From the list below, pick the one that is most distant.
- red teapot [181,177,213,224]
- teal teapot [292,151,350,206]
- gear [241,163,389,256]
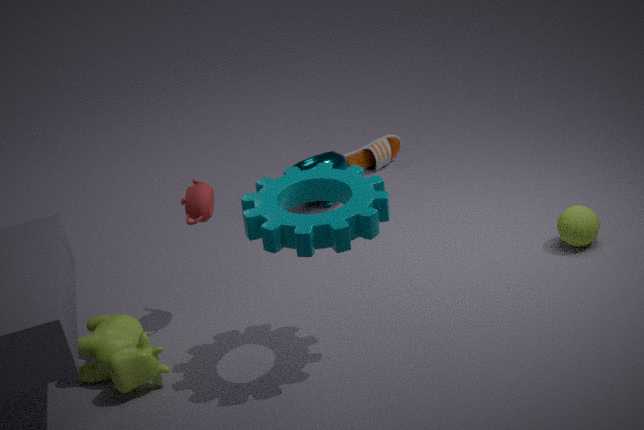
teal teapot [292,151,350,206]
